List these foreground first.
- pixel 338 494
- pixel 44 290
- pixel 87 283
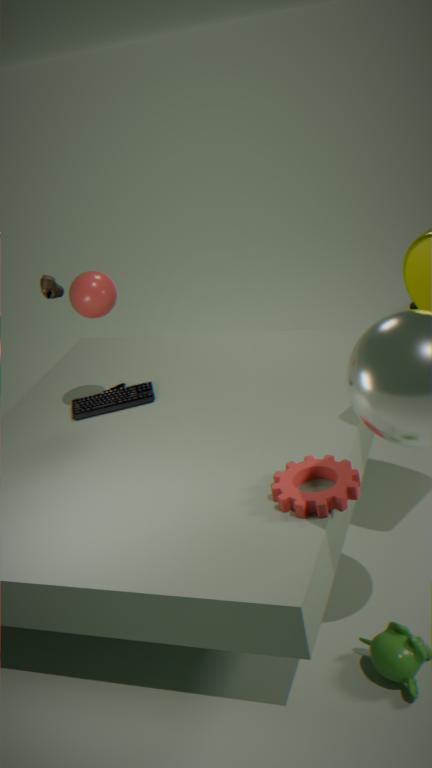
pixel 338 494 < pixel 87 283 < pixel 44 290
